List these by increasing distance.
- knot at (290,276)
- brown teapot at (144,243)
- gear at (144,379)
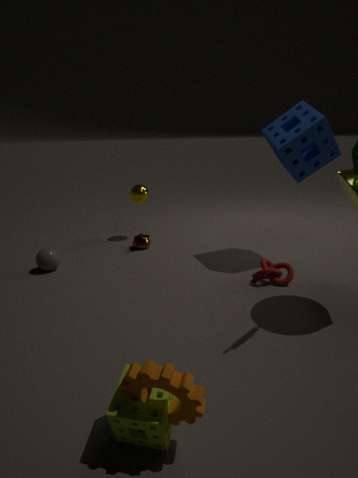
gear at (144,379) < knot at (290,276) < brown teapot at (144,243)
